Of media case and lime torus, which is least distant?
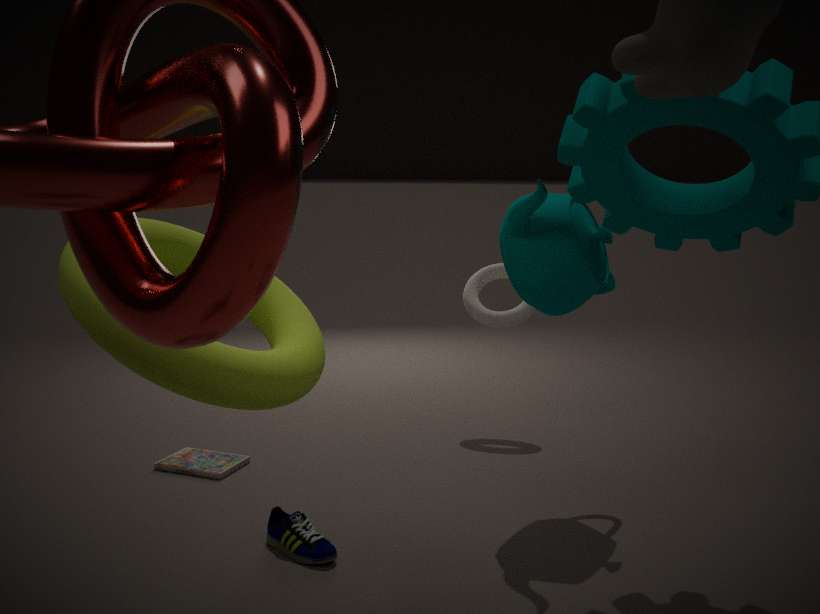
lime torus
